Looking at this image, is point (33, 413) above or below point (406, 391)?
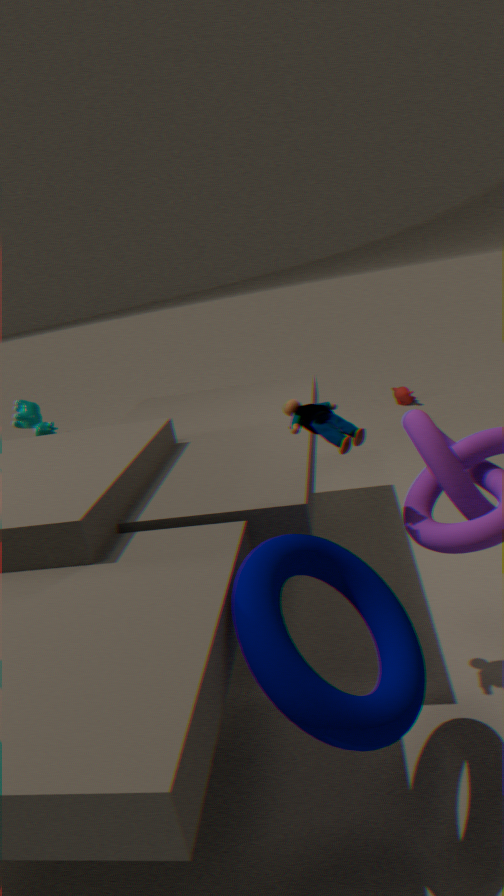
above
